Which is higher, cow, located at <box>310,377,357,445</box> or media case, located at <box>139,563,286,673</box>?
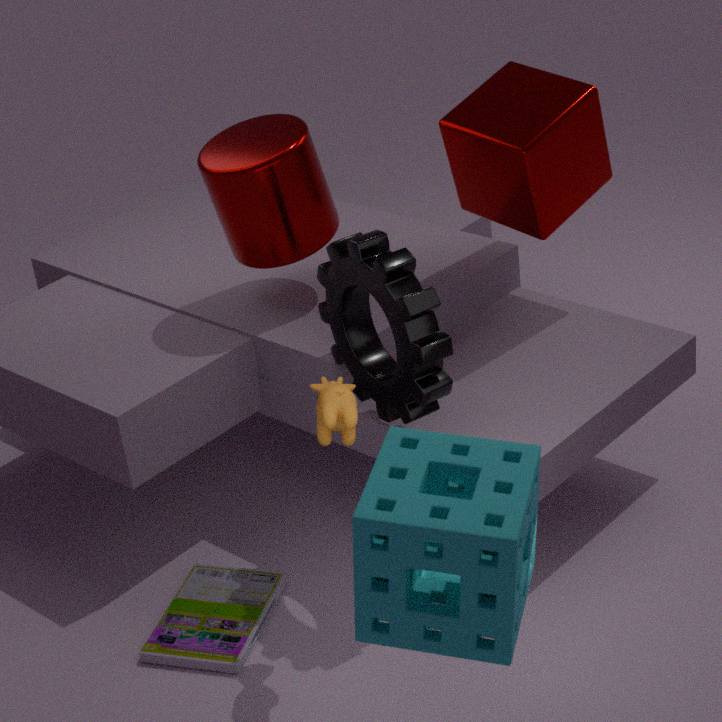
cow, located at <box>310,377,357,445</box>
